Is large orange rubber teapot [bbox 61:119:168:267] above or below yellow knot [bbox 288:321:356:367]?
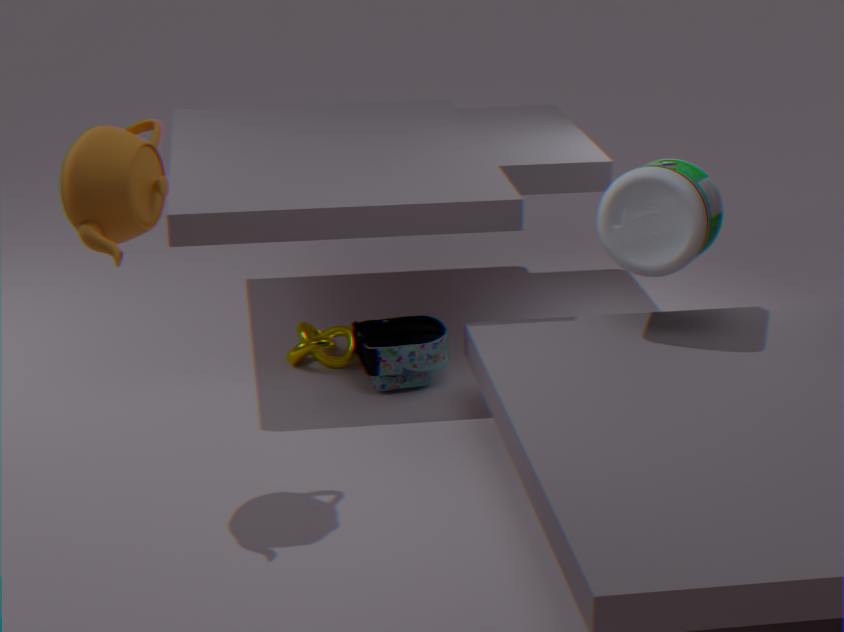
above
